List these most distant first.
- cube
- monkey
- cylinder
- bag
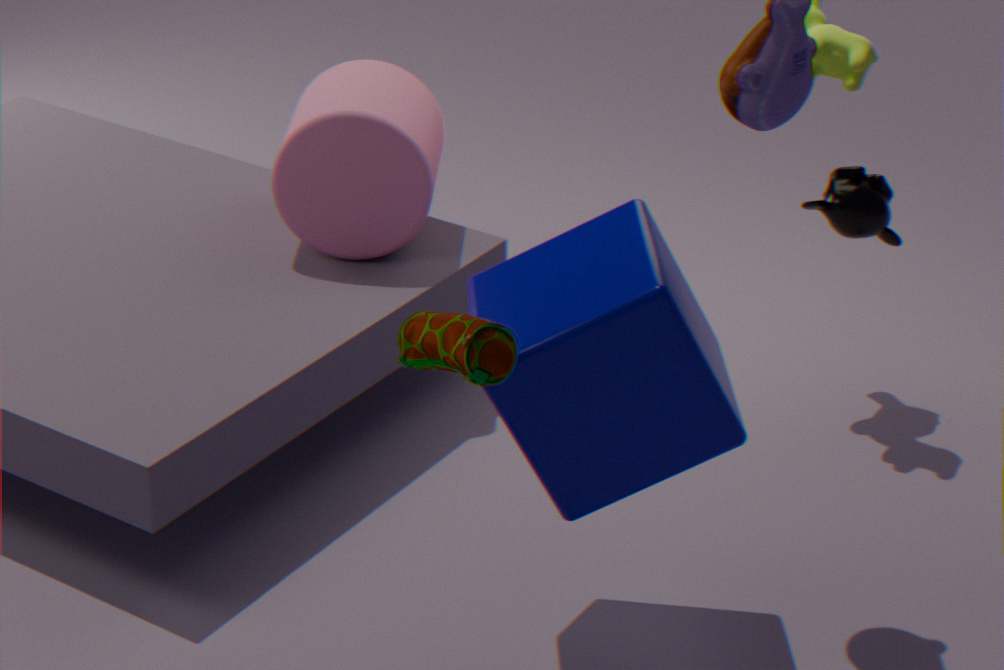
monkey < cylinder < cube < bag
